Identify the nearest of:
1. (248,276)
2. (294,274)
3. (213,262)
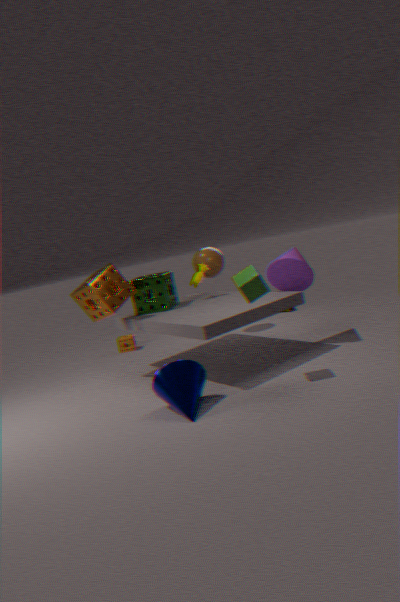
(248,276)
